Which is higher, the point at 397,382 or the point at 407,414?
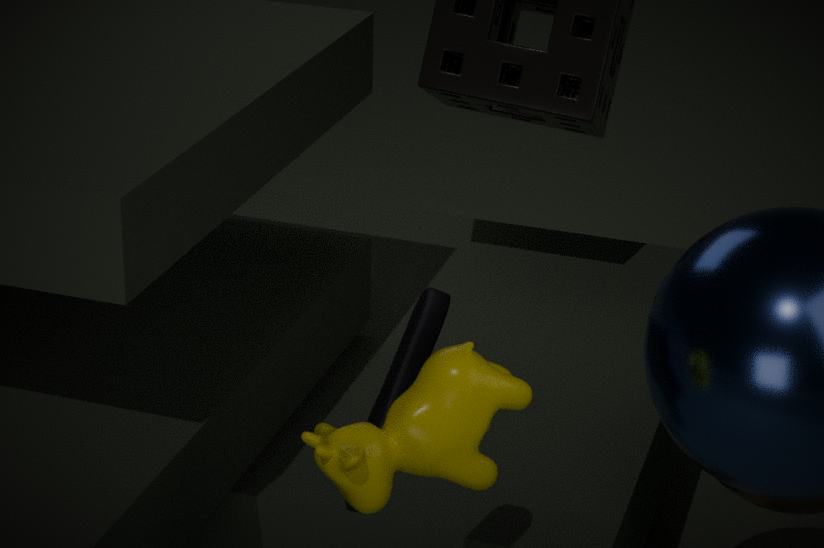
the point at 407,414
